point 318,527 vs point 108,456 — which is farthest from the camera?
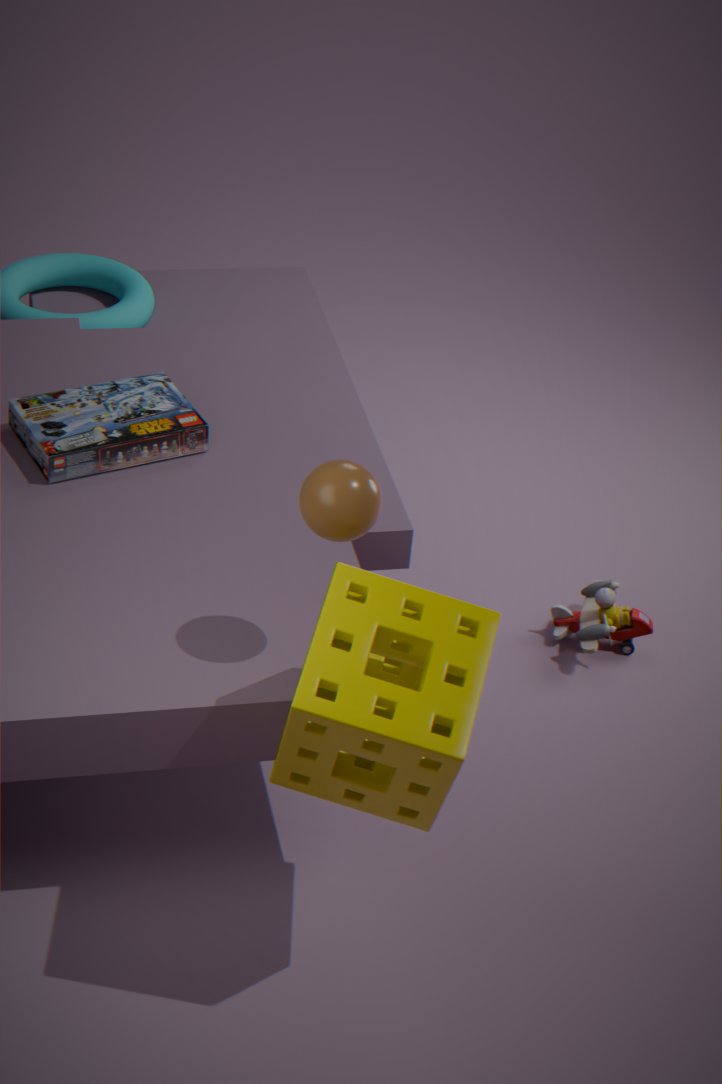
point 108,456
